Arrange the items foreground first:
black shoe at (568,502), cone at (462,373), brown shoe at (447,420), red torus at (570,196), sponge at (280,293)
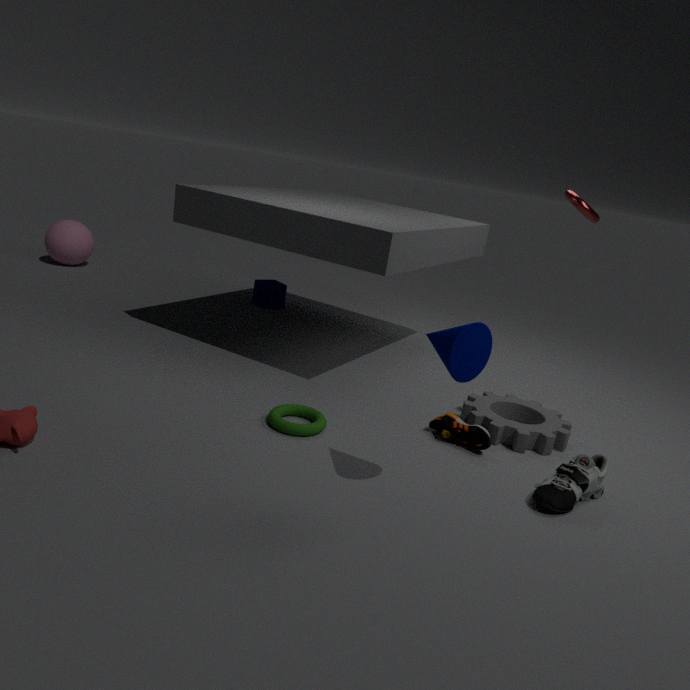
cone at (462,373)
black shoe at (568,502)
brown shoe at (447,420)
red torus at (570,196)
sponge at (280,293)
